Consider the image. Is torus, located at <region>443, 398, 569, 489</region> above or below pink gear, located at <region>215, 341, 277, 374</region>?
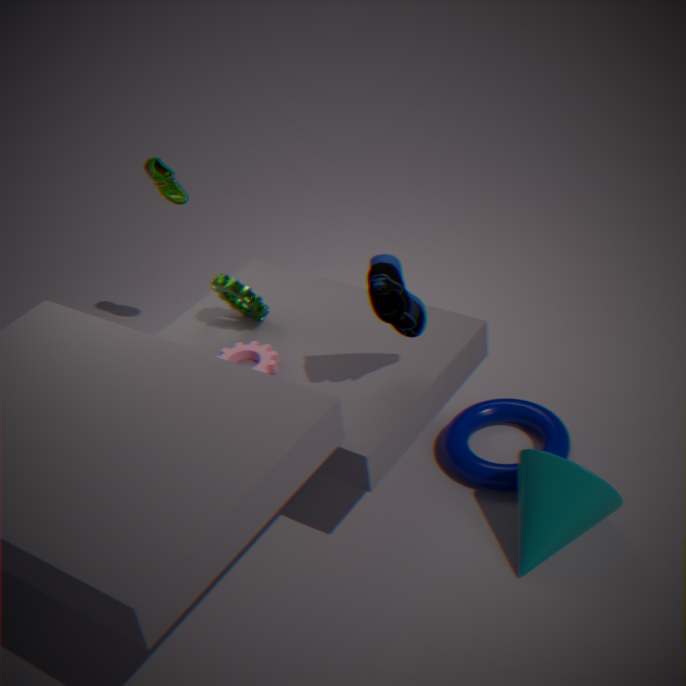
below
